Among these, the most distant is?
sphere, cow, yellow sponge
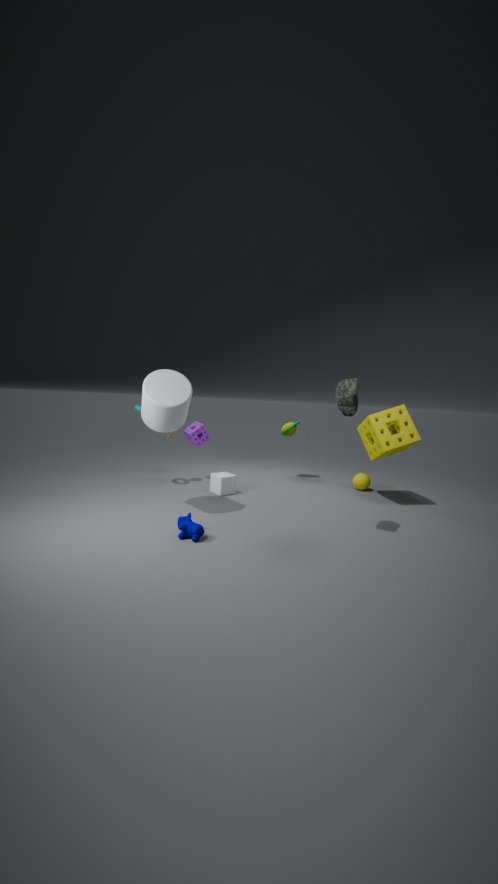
sphere
